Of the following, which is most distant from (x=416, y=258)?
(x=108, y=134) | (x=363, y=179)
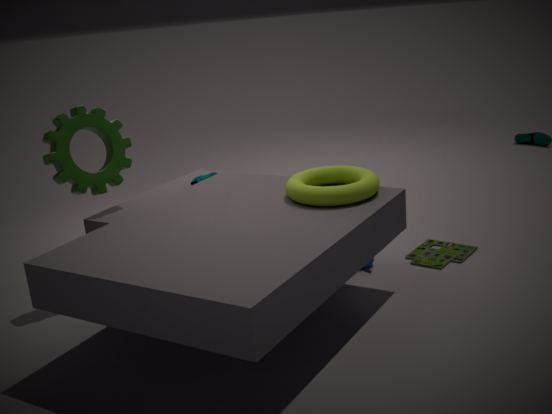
(x=108, y=134)
